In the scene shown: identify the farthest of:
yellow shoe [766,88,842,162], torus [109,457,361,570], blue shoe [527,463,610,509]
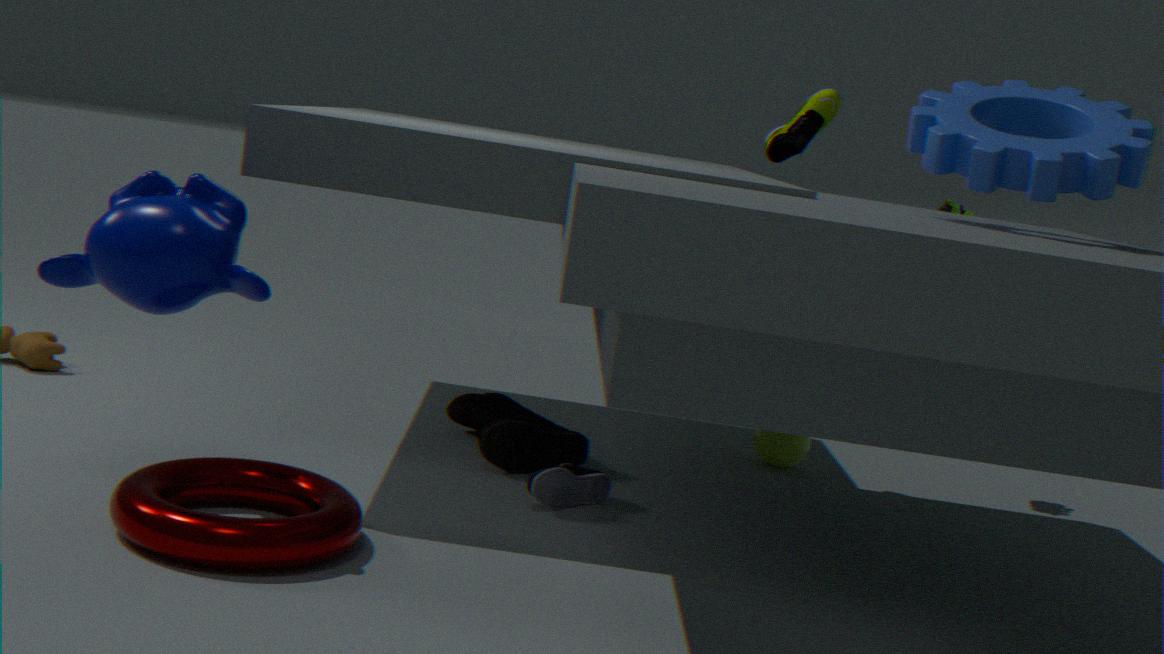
yellow shoe [766,88,842,162]
